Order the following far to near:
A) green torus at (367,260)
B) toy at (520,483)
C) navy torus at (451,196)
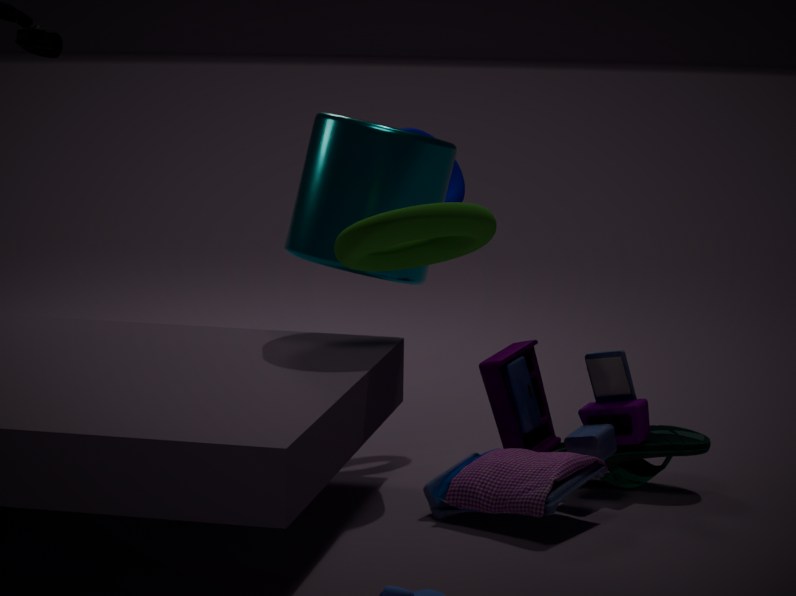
navy torus at (451,196), toy at (520,483), green torus at (367,260)
